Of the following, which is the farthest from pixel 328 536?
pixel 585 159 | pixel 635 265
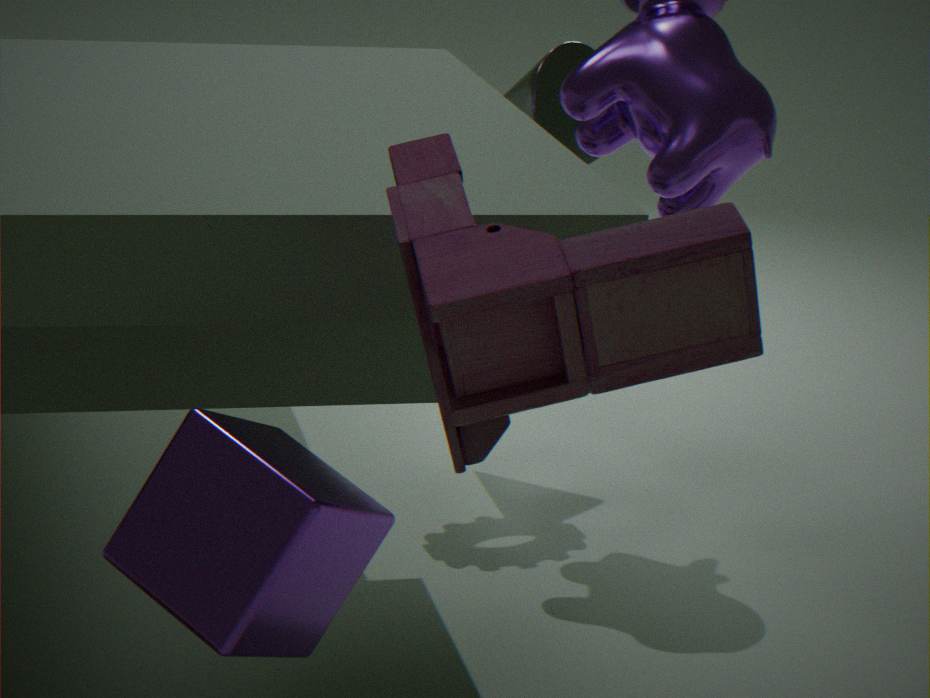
pixel 585 159
